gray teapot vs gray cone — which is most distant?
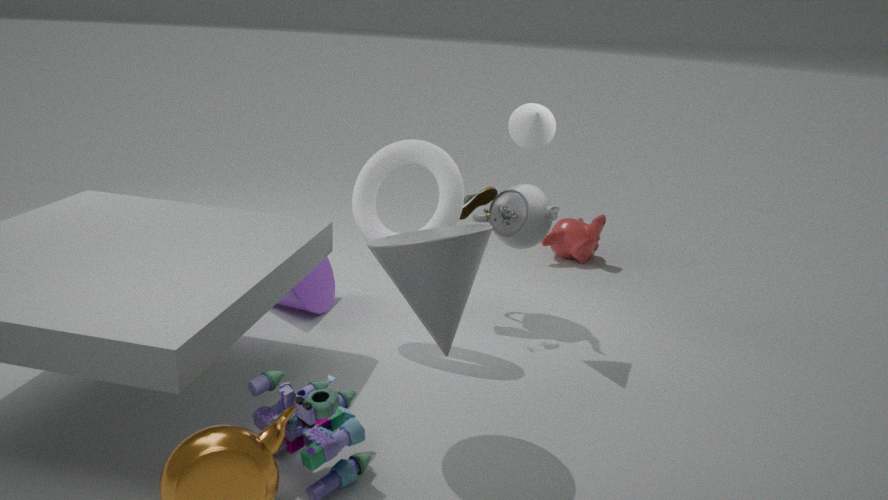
gray teapot
